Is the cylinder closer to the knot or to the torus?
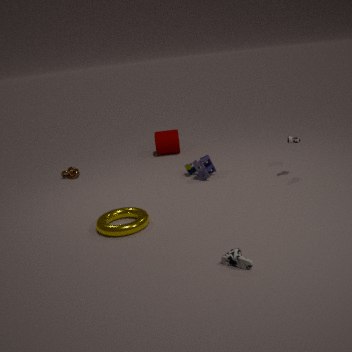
the knot
